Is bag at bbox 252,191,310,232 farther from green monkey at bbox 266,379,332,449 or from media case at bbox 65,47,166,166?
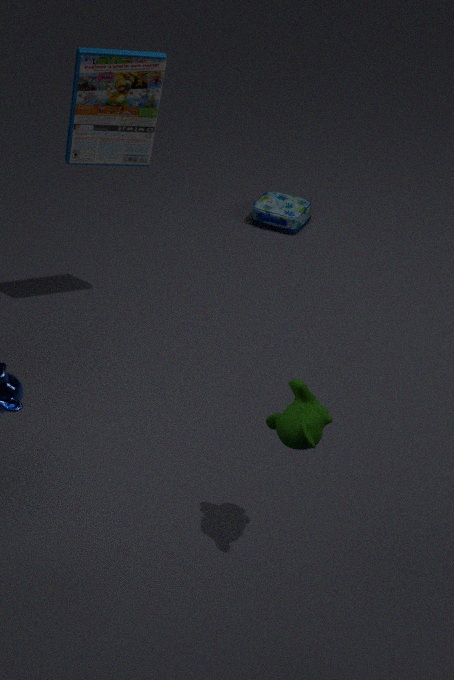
green monkey at bbox 266,379,332,449
